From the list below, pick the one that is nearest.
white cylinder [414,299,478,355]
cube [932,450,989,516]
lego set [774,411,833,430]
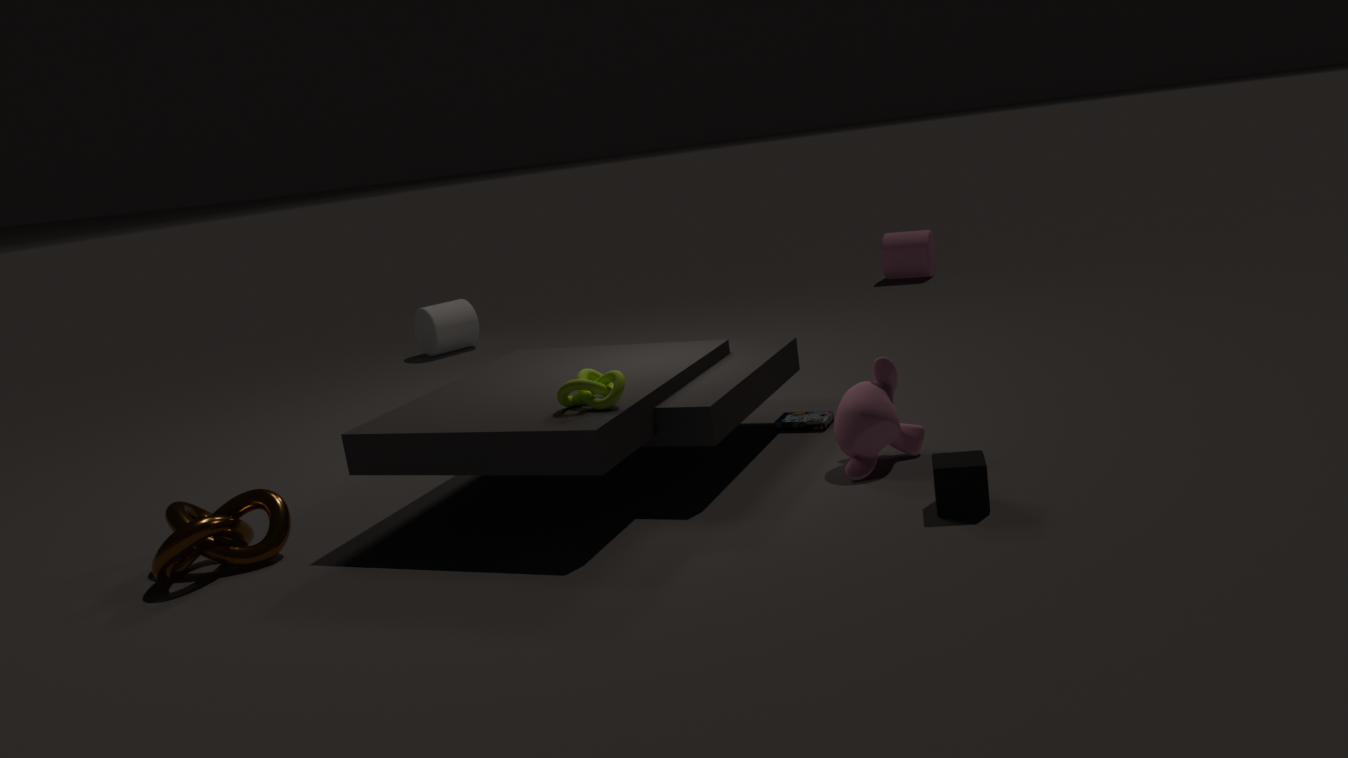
cube [932,450,989,516]
